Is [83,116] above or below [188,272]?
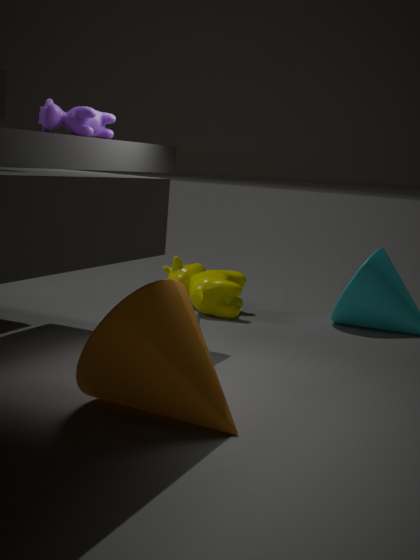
above
